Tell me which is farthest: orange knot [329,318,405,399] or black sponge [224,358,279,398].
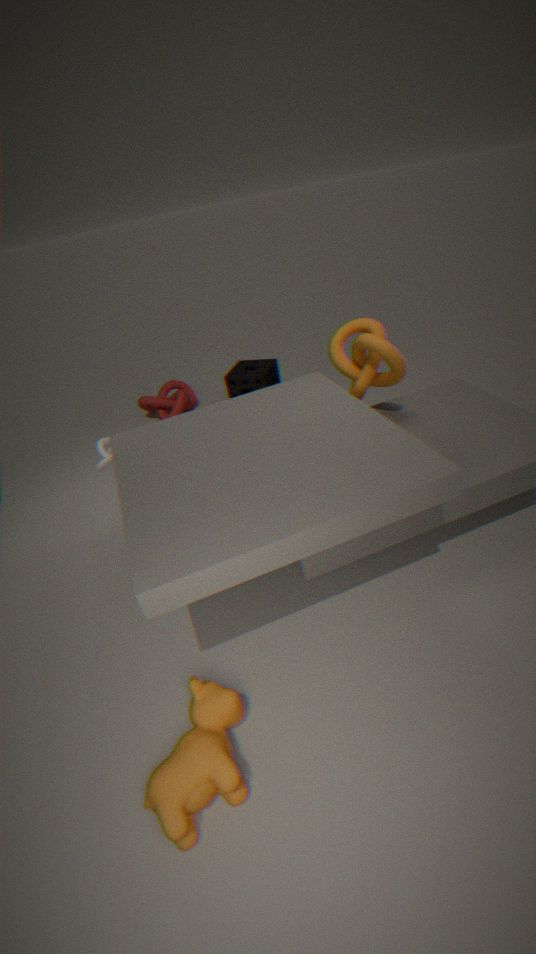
black sponge [224,358,279,398]
